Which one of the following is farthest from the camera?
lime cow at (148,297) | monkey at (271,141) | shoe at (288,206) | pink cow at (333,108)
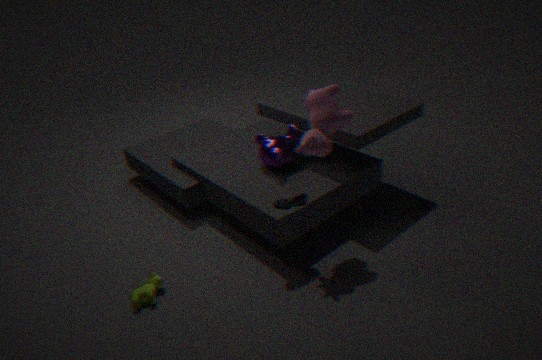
monkey at (271,141)
